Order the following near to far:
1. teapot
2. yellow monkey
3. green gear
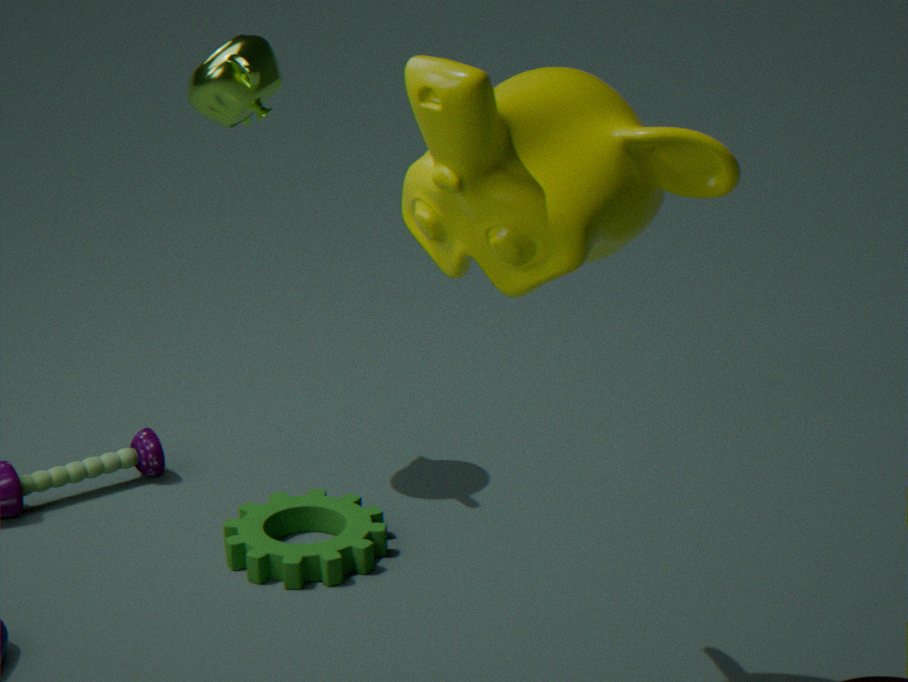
yellow monkey → green gear → teapot
